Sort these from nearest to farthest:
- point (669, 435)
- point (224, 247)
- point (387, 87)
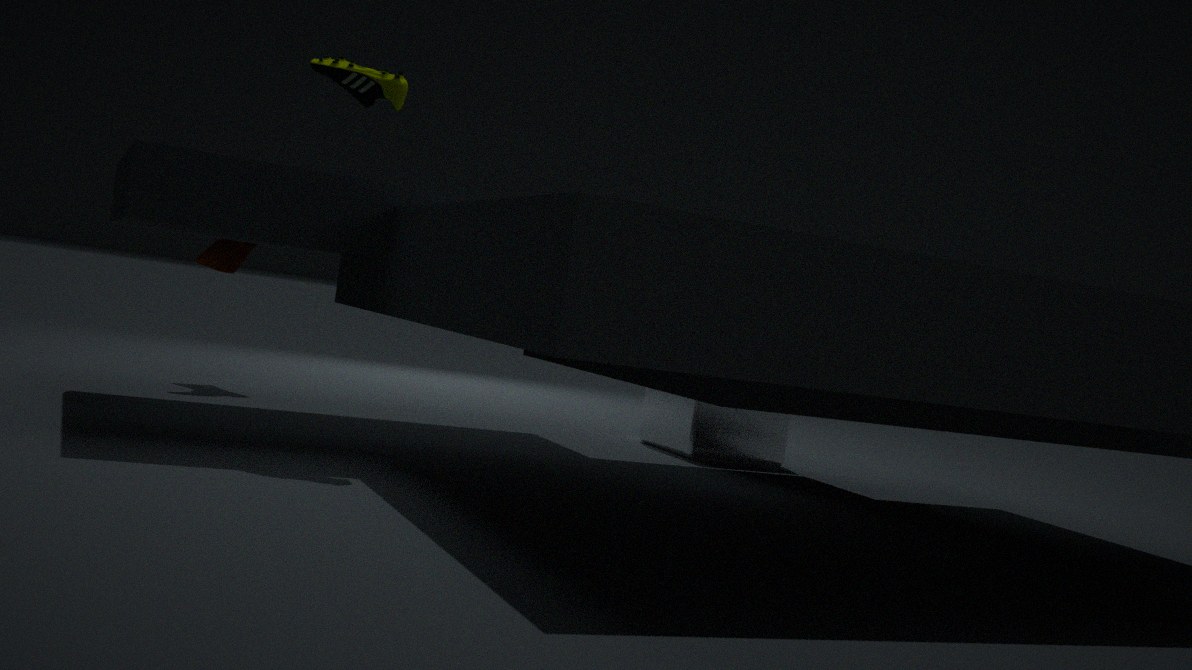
point (387, 87), point (669, 435), point (224, 247)
